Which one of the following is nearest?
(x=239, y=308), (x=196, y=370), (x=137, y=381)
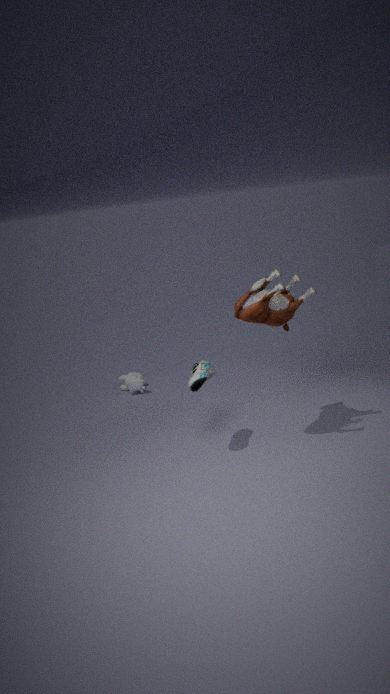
(x=239, y=308)
